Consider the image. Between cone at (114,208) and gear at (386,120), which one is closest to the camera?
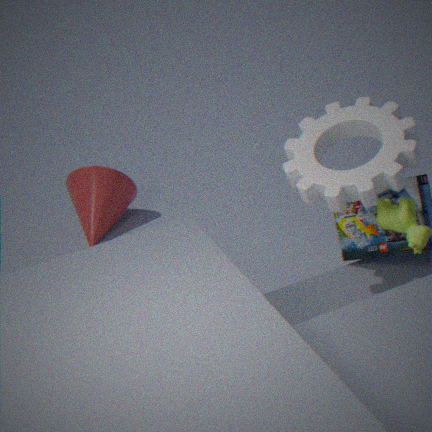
gear at (386,120)
